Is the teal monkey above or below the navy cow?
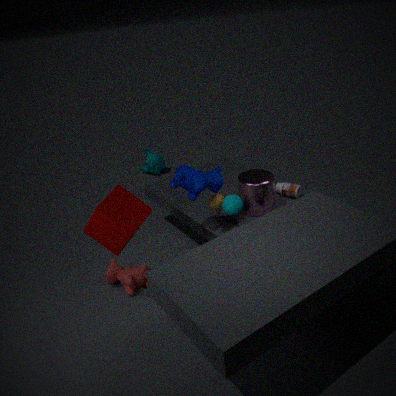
below
